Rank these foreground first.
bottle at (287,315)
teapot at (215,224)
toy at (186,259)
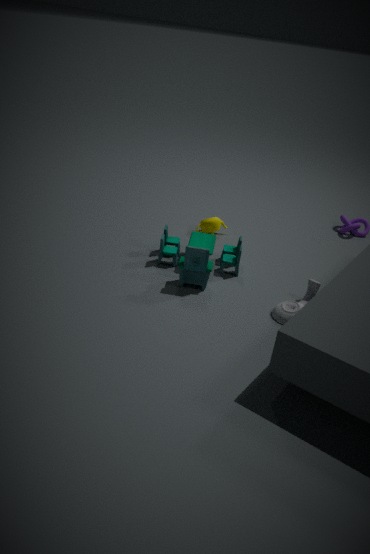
bottle at (287,315)
toy at (186,259)
teapot at (215,224)
